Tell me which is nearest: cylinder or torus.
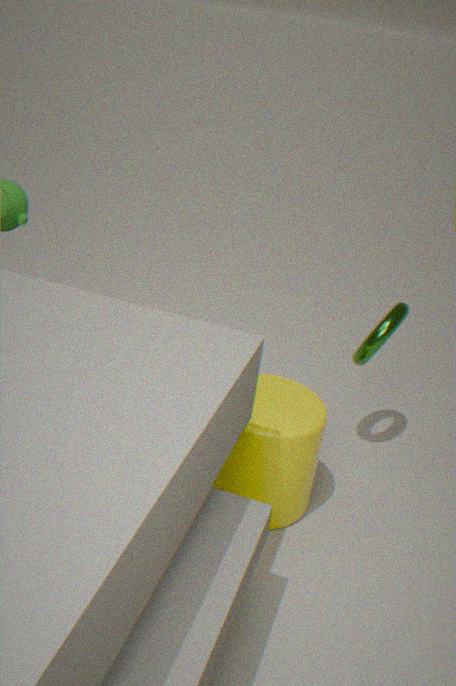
cylinder
